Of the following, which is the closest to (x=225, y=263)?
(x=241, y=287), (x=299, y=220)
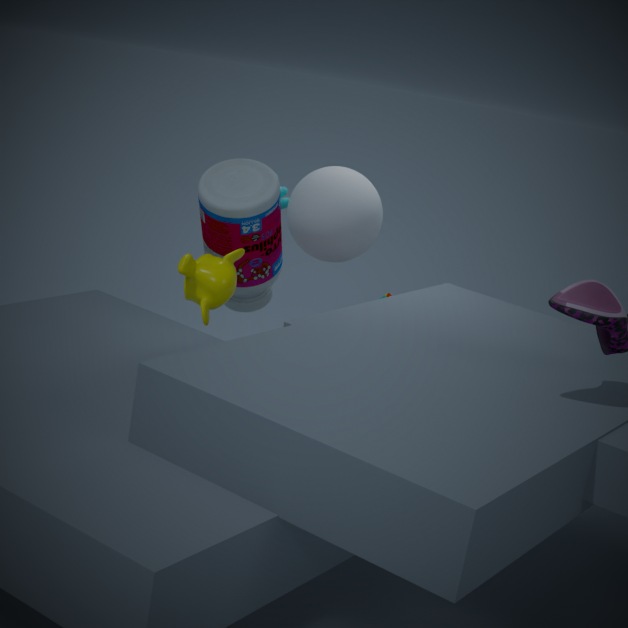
(x=241, y=287)
